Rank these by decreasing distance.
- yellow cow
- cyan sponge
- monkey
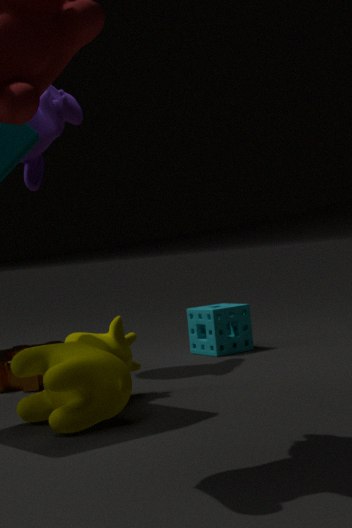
cyan sponge
monkey
yellow cow
